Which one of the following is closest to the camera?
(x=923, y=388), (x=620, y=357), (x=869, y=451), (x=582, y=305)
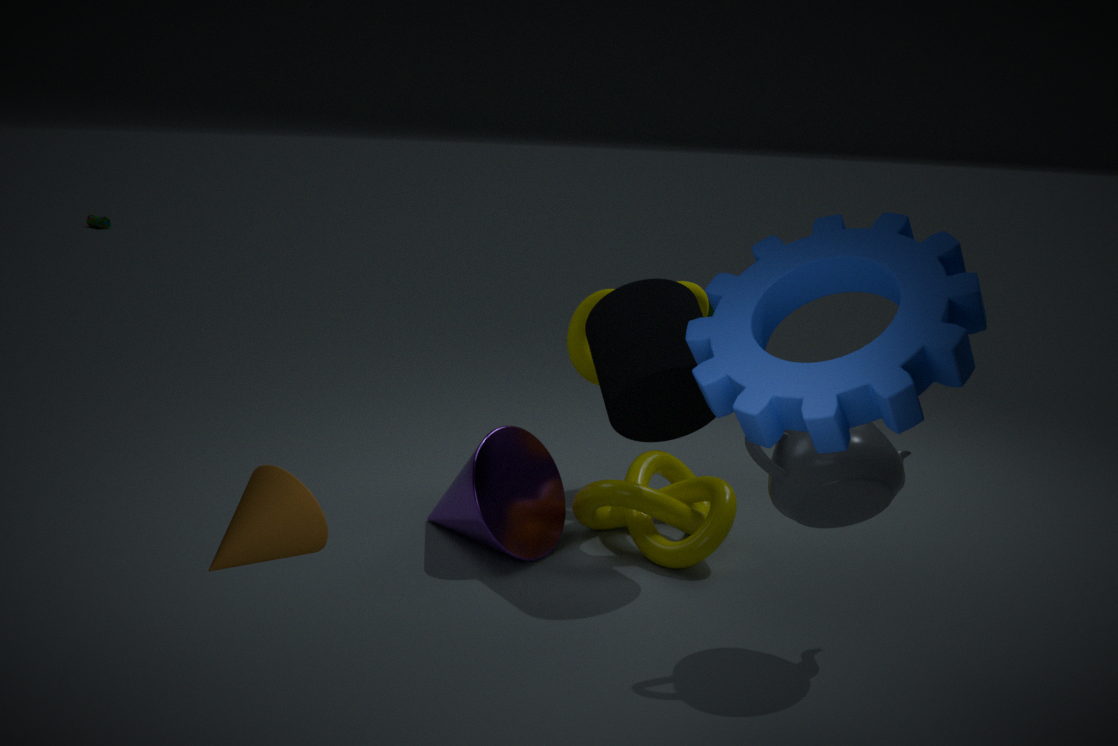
(x=923, y=388)
